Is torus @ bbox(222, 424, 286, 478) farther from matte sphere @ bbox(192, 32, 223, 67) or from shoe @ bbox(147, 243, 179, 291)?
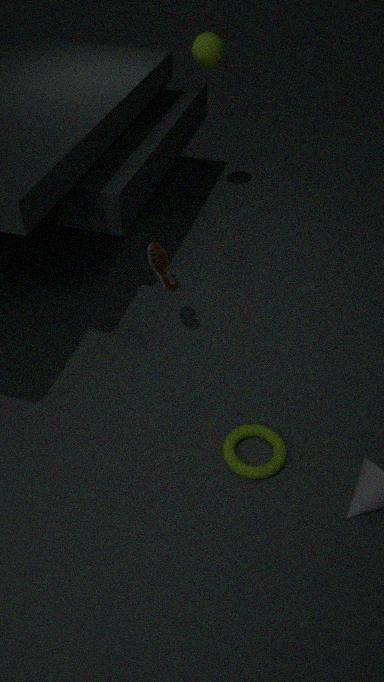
matte sphere @ bbox(192, 32, 223, 67)
